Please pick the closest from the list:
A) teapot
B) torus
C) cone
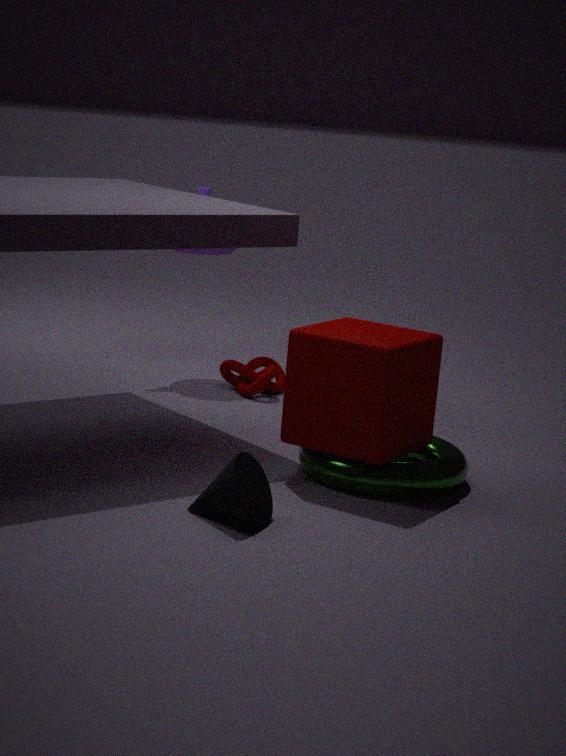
cone
